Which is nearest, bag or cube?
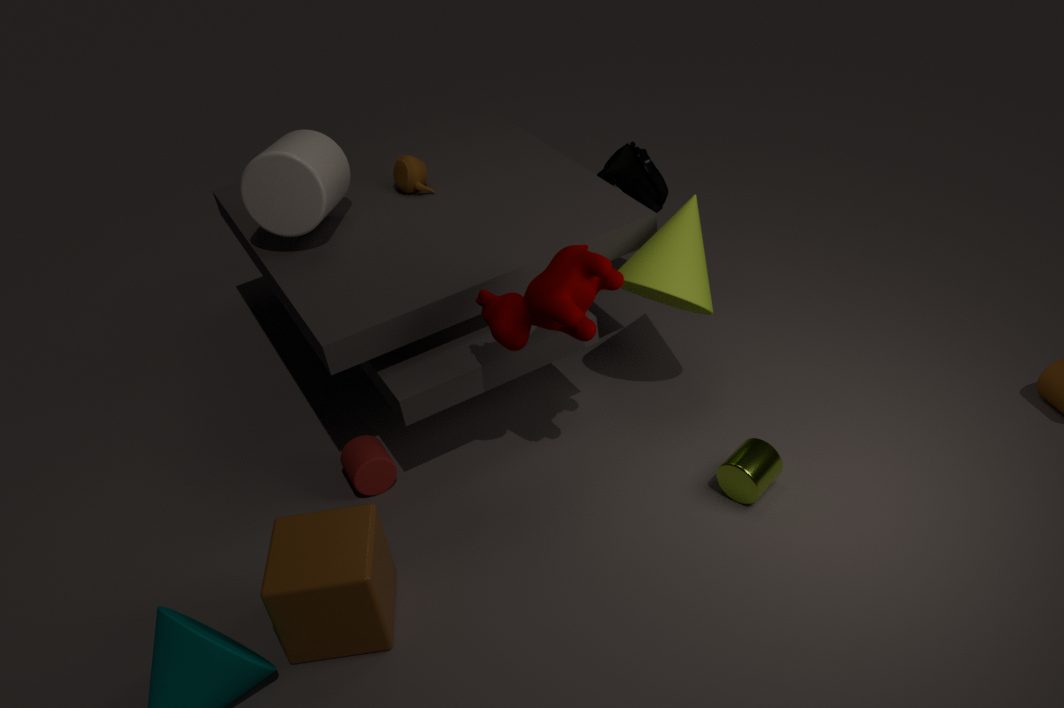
cube
